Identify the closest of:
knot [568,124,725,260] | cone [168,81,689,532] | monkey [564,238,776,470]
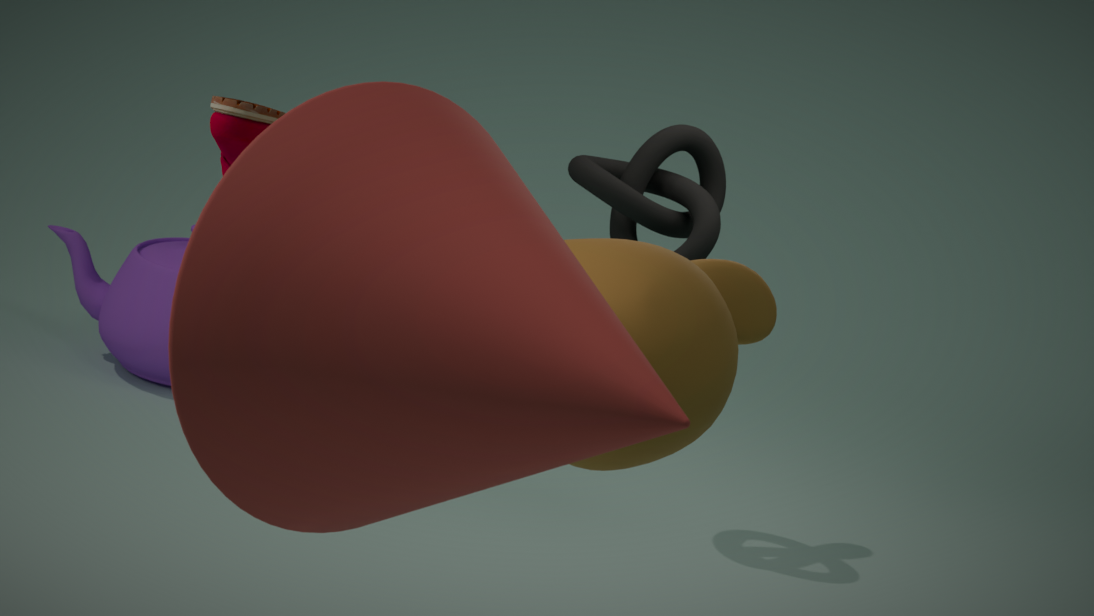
cone [168,81,689,532]
